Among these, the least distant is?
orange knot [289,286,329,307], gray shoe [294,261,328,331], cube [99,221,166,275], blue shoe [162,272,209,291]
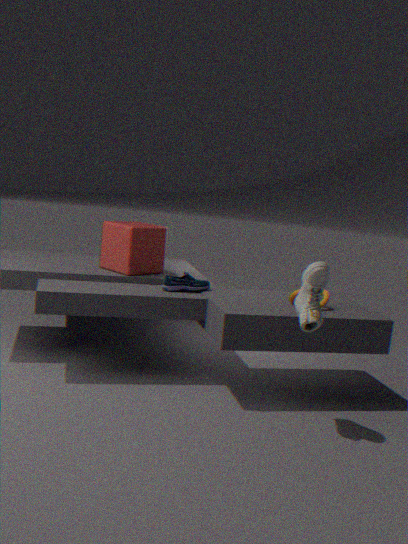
gray shoe [294,261,328,331]
